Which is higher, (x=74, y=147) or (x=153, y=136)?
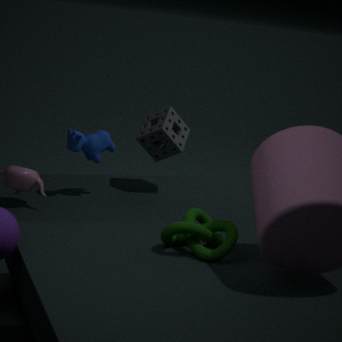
(x=153, y=136)
